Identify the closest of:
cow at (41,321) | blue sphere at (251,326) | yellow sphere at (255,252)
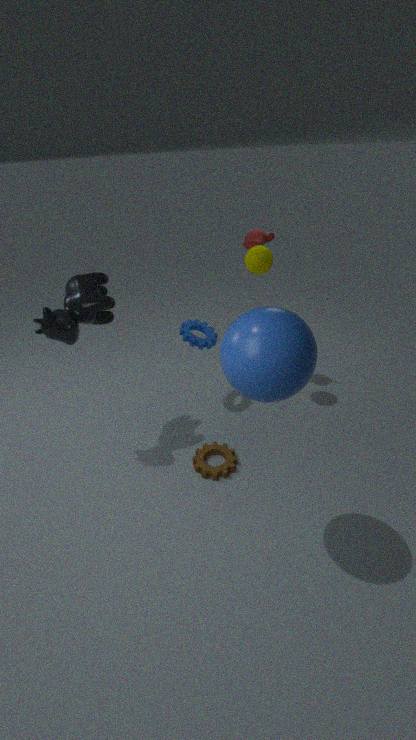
blue sphere at (251,326)
